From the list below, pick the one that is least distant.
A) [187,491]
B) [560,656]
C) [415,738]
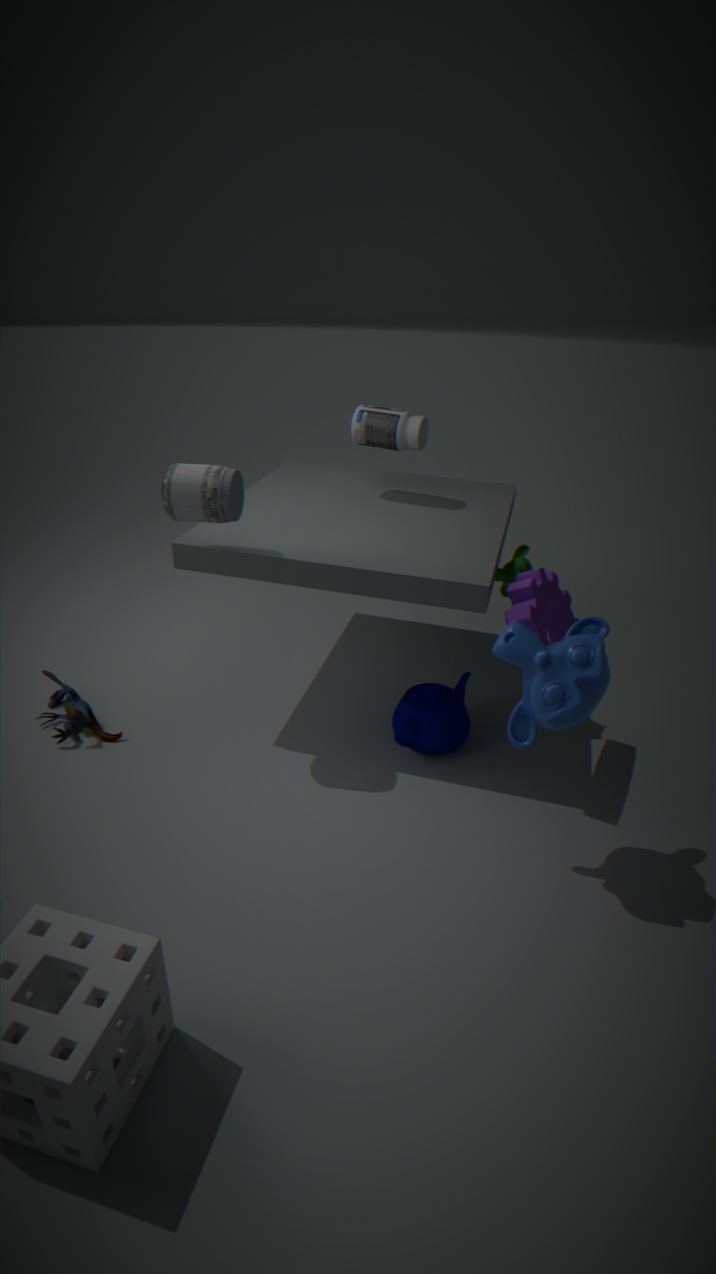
[560,656]
